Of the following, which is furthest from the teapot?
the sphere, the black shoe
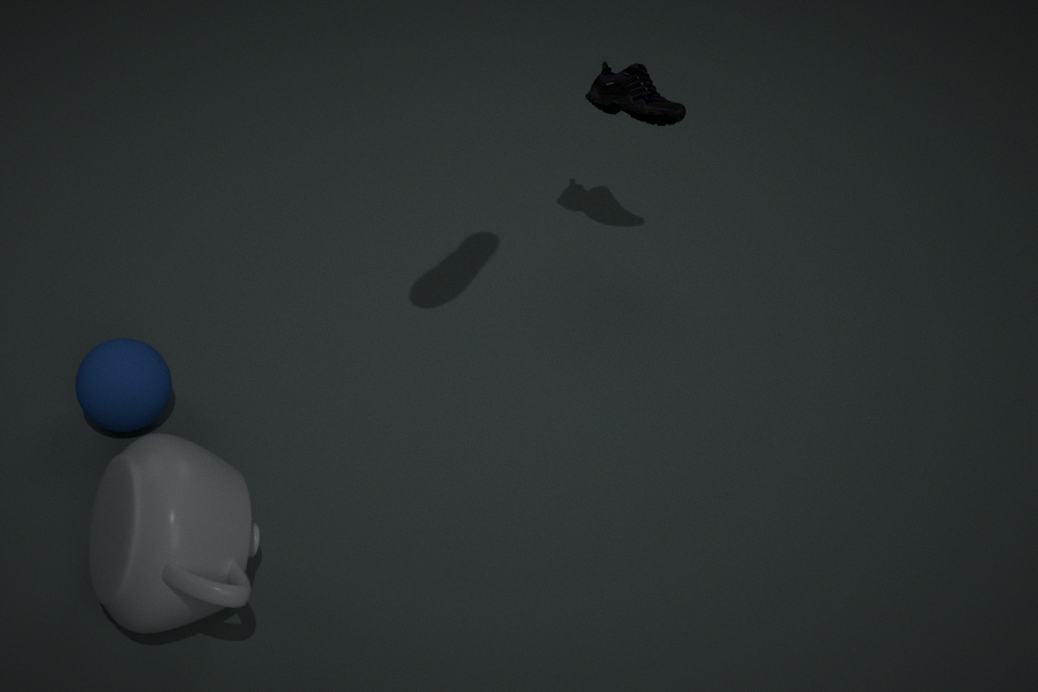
the black shoe
